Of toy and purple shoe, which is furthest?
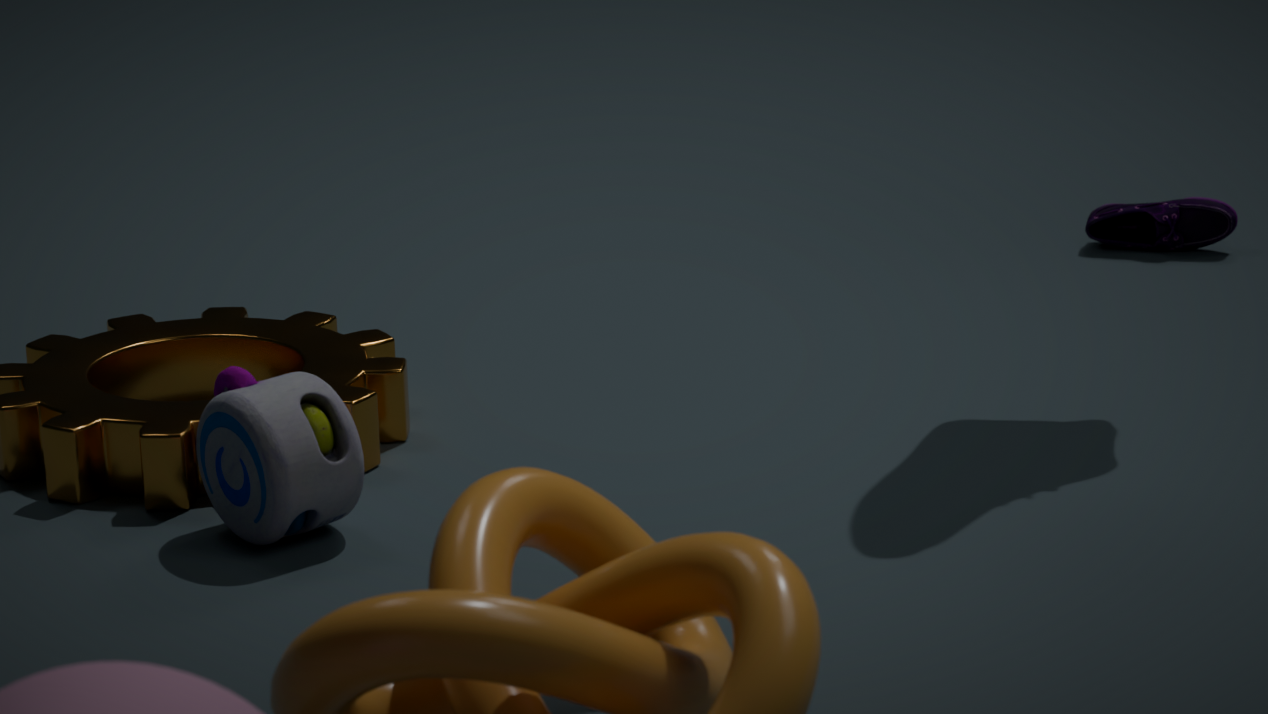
purple shoe
